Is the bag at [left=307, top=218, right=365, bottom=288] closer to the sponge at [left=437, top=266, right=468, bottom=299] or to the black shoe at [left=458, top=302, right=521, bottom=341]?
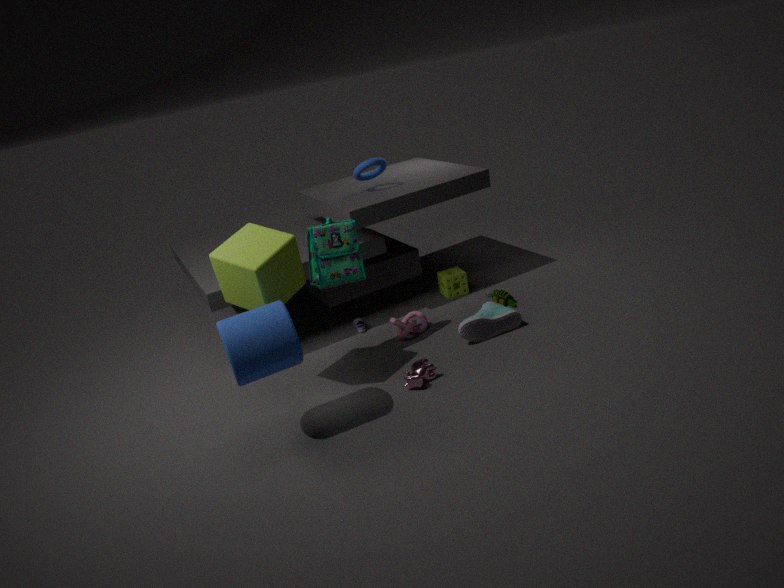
the black shoe at [left=458, top=302, right=521, bottom=341]
